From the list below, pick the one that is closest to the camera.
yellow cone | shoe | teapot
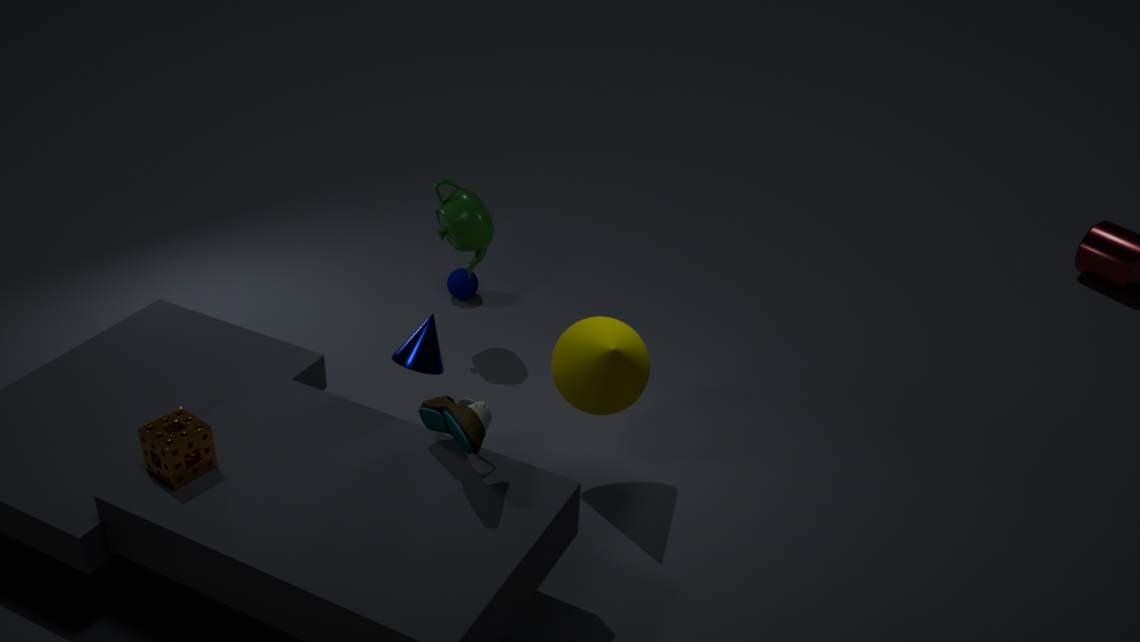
shoe
